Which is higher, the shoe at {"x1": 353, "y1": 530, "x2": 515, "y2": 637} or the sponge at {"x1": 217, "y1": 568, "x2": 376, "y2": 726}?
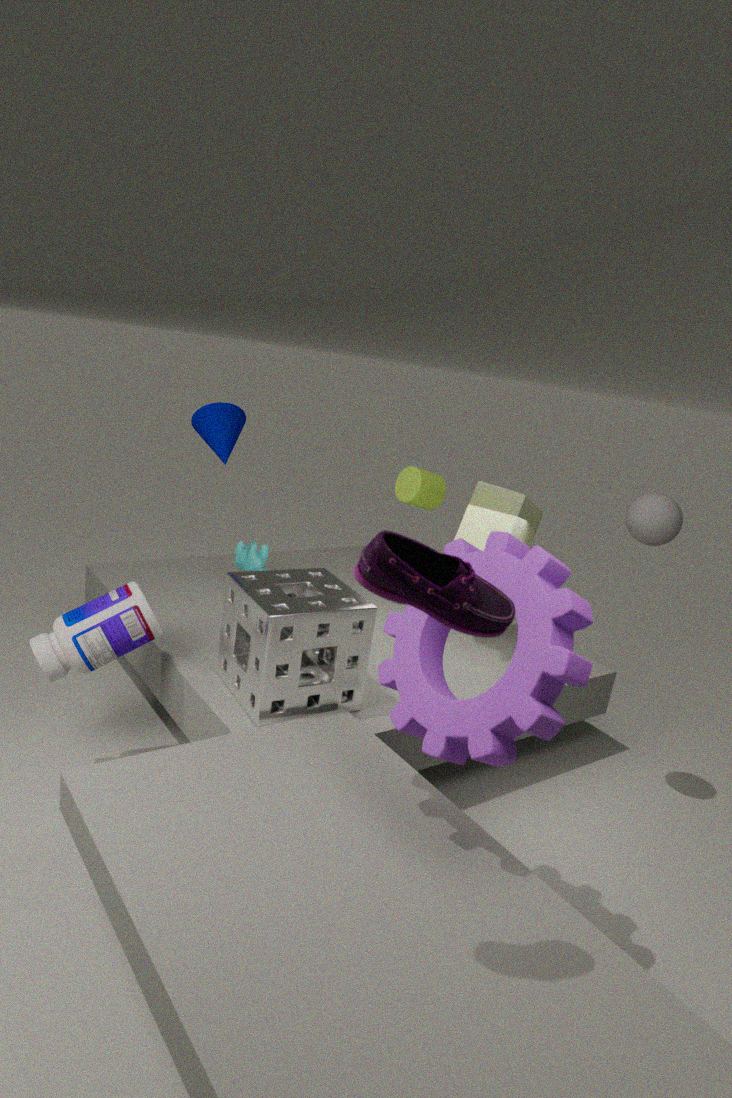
the shoe at {"x1": 353, "y1": 530, "x2": 515, "y2": 637}
